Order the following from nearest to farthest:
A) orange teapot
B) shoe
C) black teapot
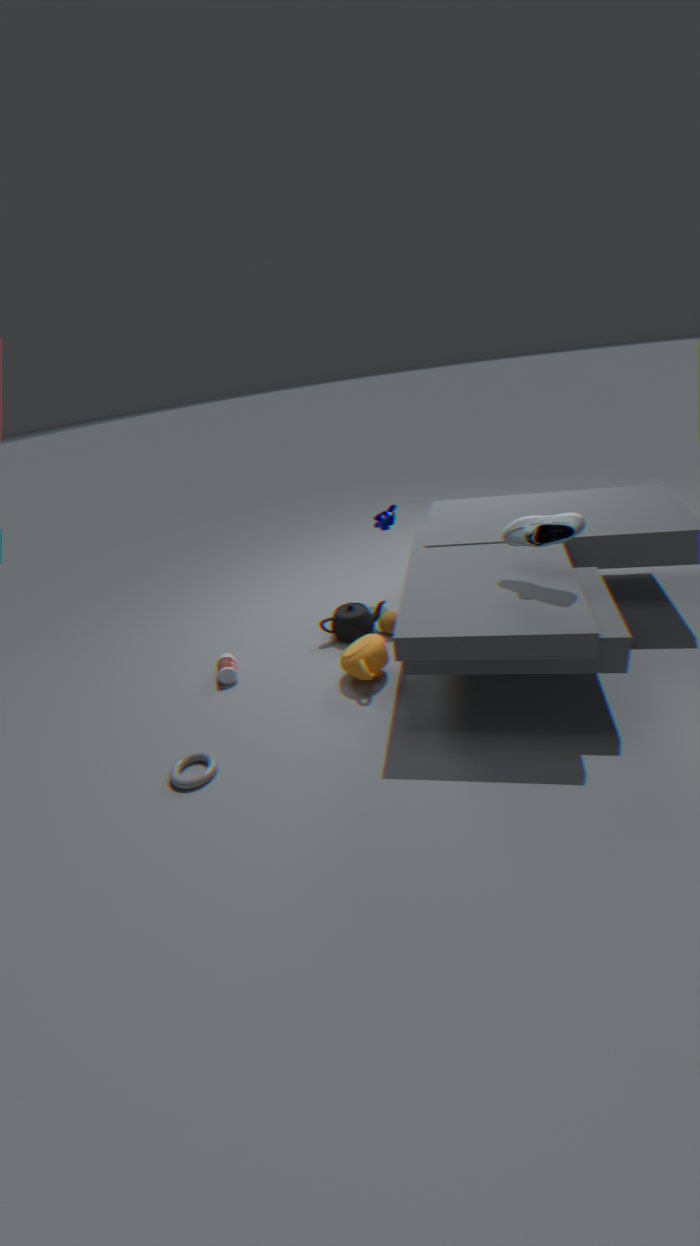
shoe, orange teapot, black teapot
